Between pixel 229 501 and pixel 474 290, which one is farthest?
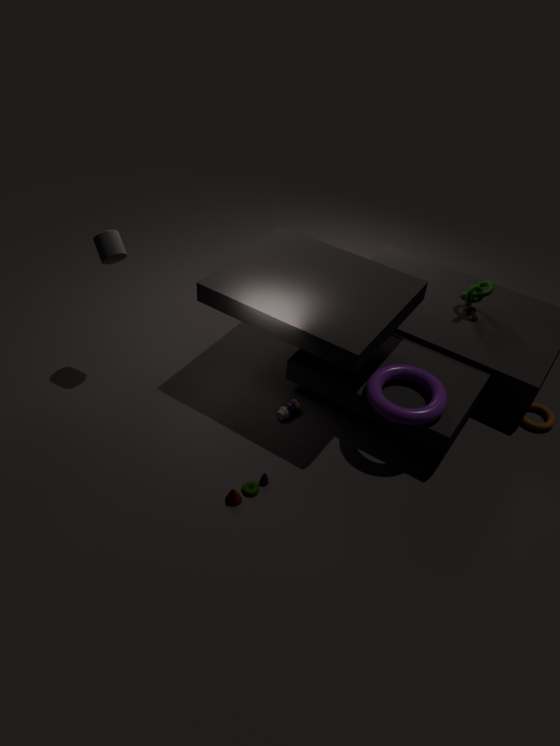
pixel 474 290
